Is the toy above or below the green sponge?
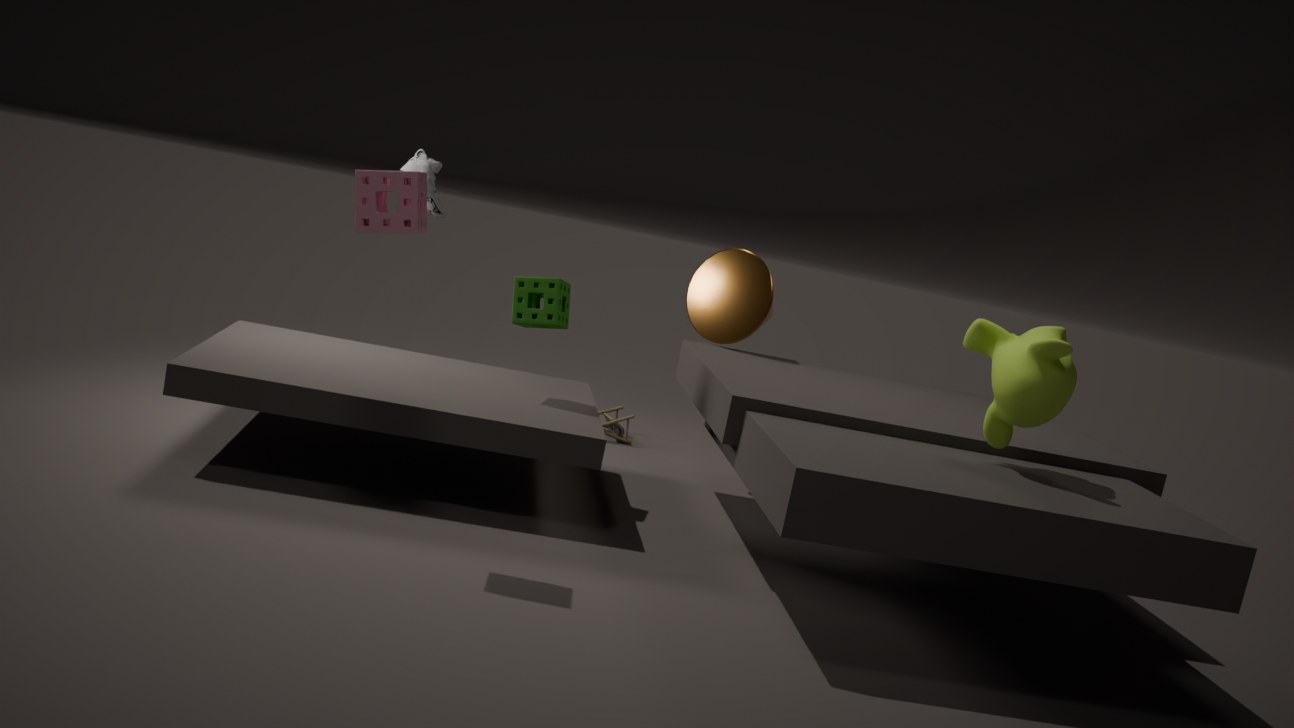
below
